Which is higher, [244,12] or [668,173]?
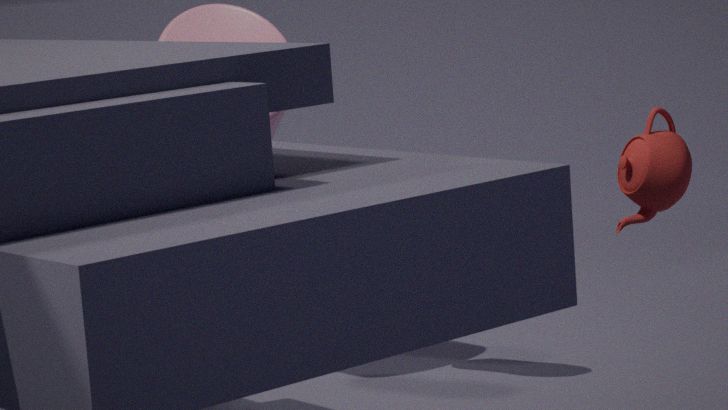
[244,12]
